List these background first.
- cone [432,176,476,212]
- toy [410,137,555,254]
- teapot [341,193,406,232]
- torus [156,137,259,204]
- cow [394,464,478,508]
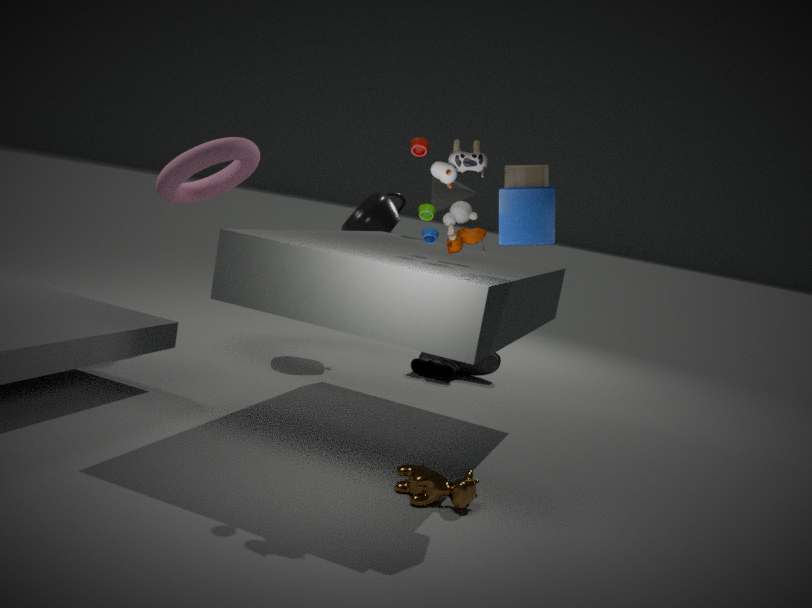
teapot [341,193,406,232], cone [432,176,476,212], torus [156,137,259,204], cow [394,464,478,508], toy [410,137,555,254]
